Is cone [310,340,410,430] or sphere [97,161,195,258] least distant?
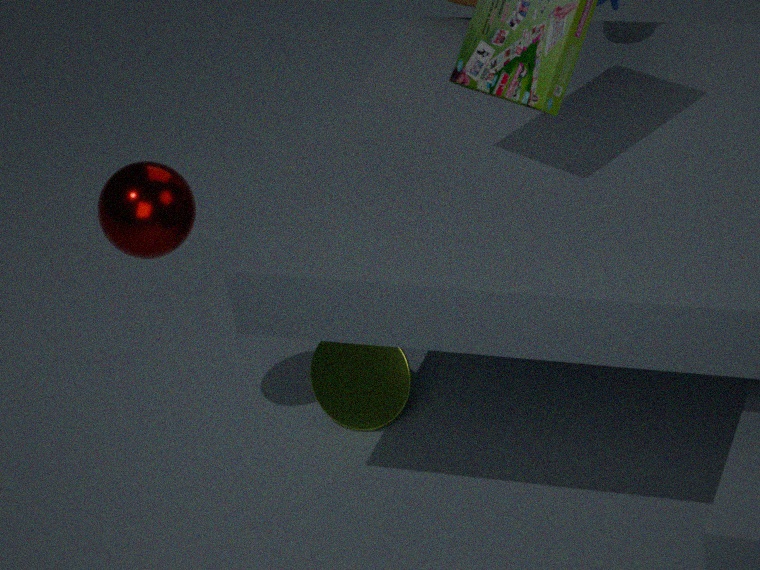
sphere [97,161,195,258]
